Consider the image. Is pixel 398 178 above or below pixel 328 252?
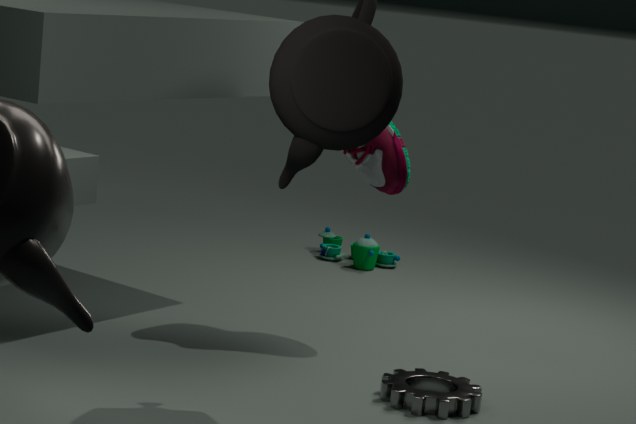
above
